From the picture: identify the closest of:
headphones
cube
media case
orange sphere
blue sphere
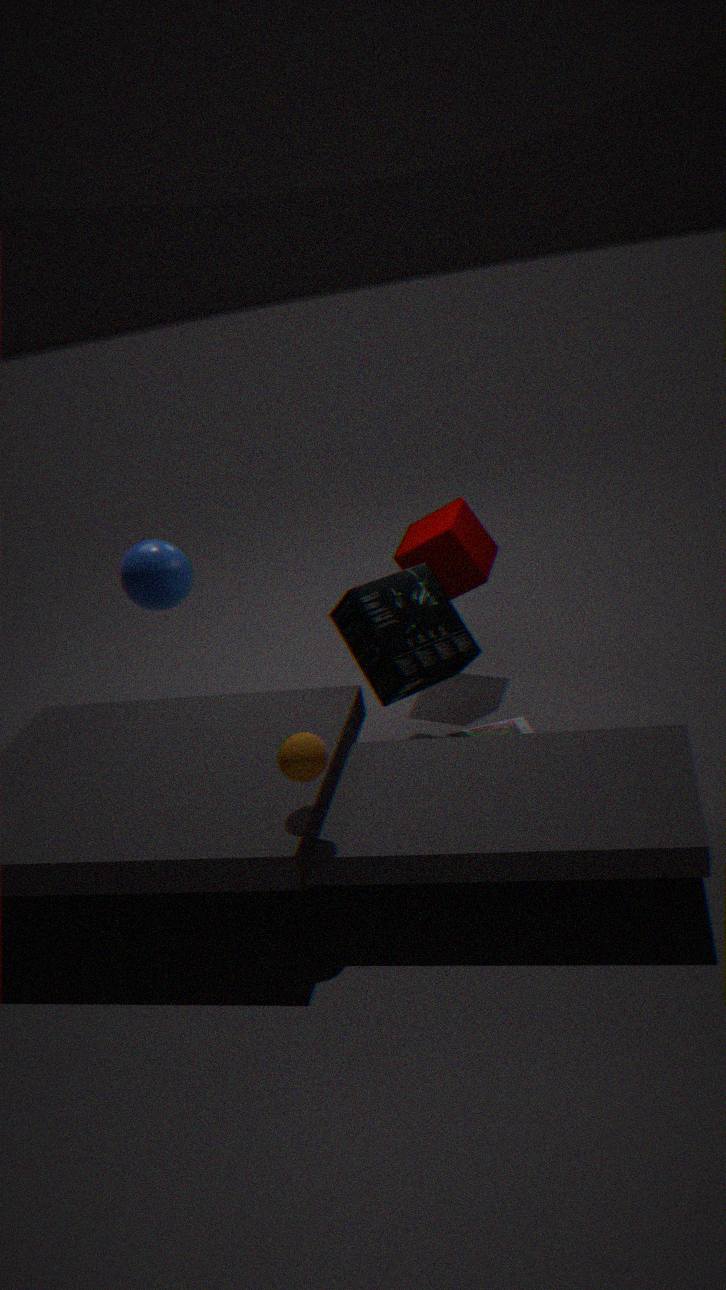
orange sphere
